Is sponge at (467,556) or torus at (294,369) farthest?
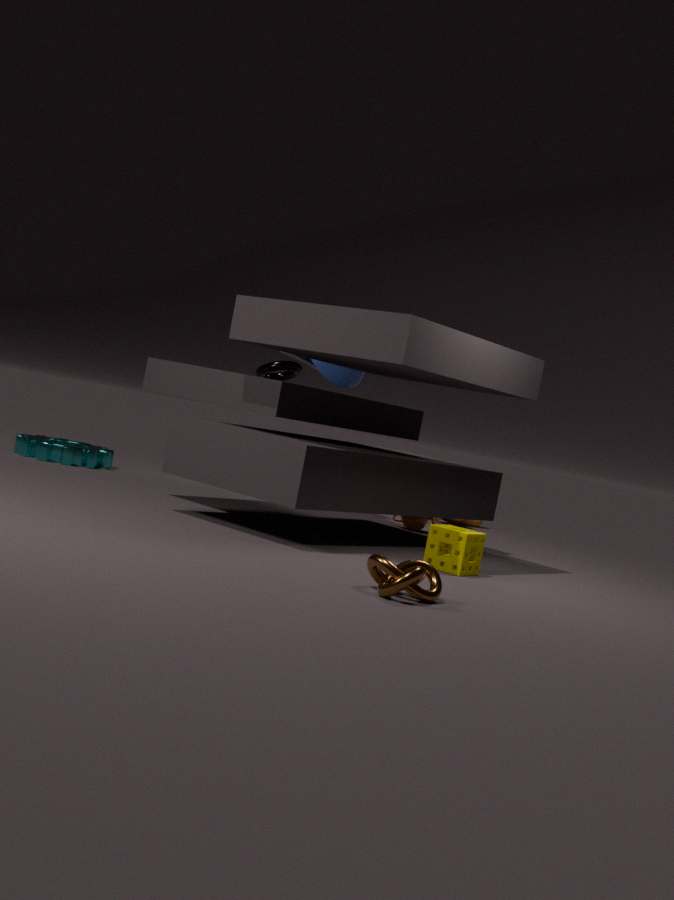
torus at (294,369)
